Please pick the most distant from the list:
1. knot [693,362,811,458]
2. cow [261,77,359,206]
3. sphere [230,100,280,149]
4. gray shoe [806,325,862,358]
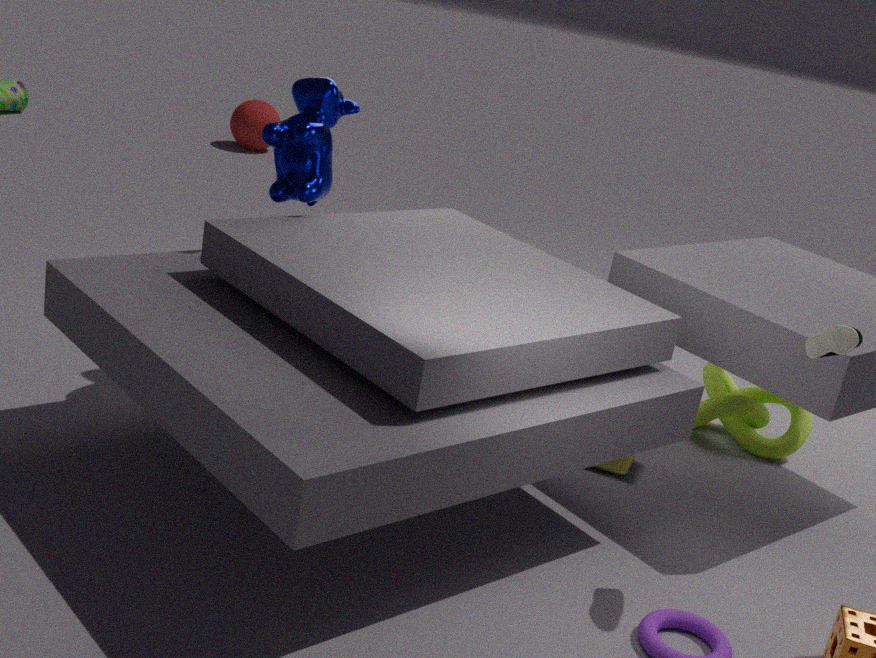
sphere [230,100,280,149]
